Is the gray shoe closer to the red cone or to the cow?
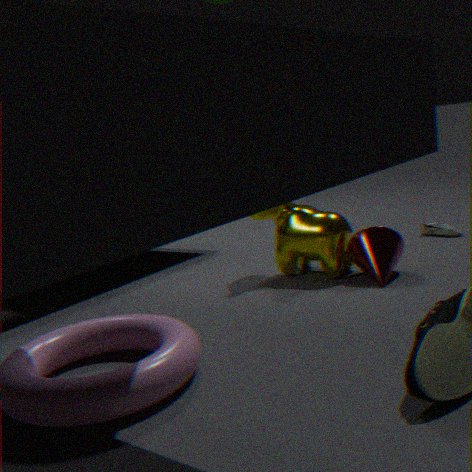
the red cone
